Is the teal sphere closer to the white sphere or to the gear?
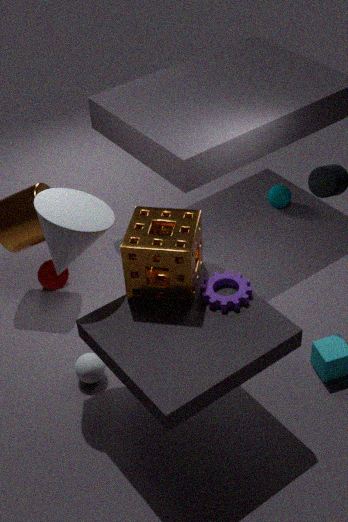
the gear
